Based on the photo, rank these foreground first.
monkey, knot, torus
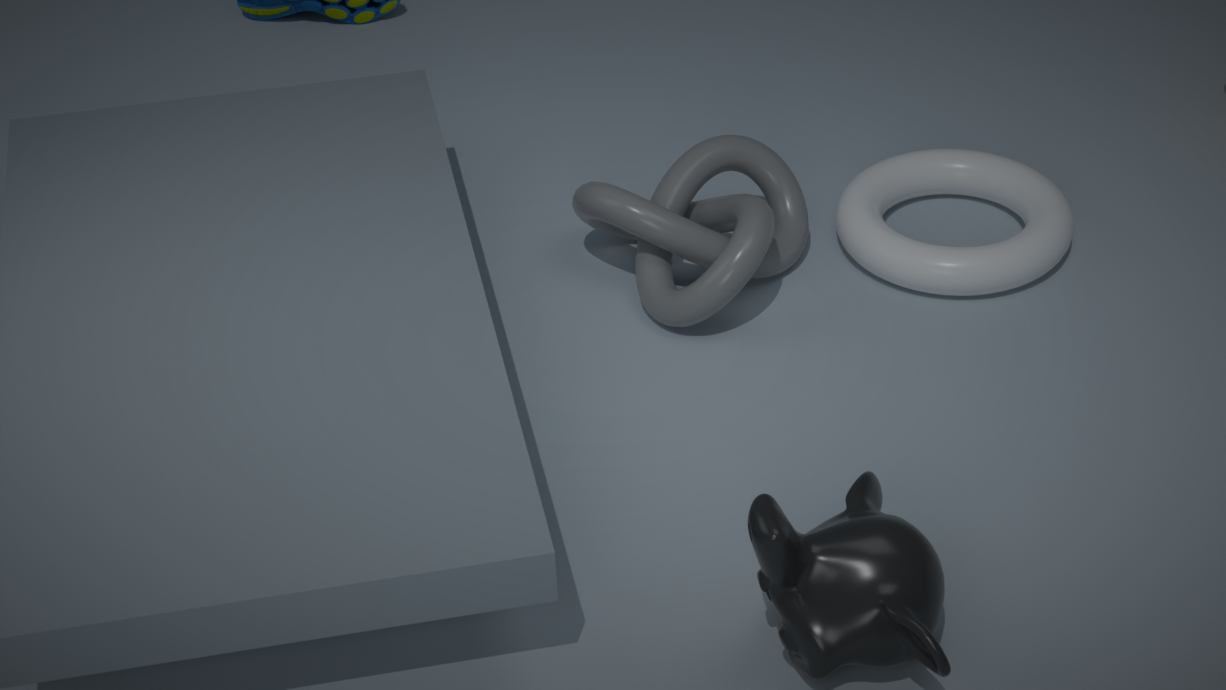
monkey → knot → torus
